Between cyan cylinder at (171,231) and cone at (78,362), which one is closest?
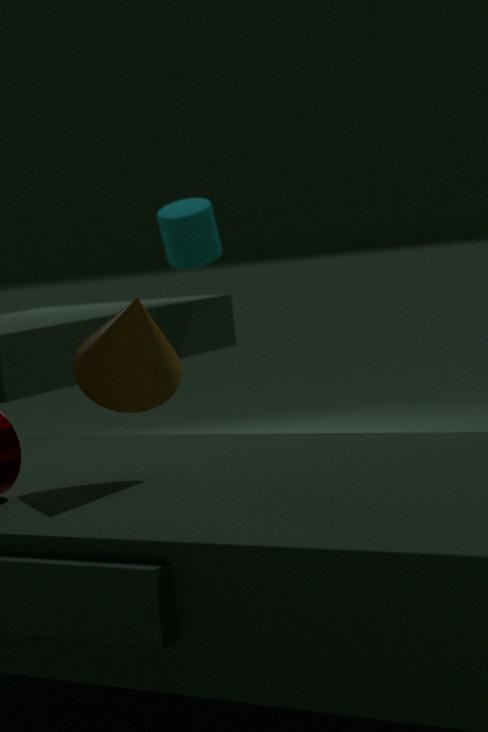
cone at (78,362)
